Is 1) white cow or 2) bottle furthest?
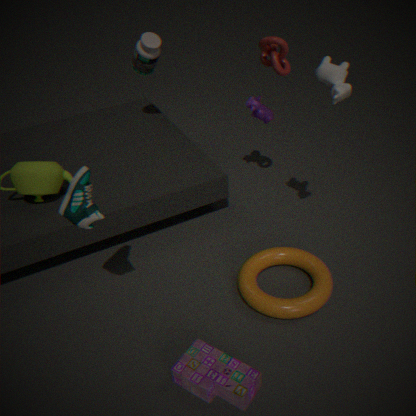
2. bottle
